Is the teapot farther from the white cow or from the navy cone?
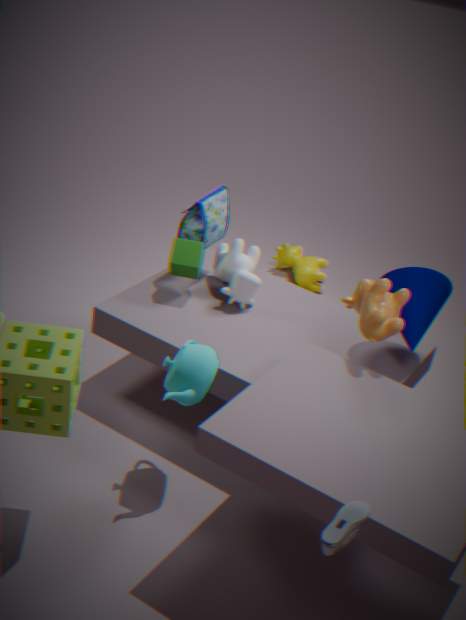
the navy cone
